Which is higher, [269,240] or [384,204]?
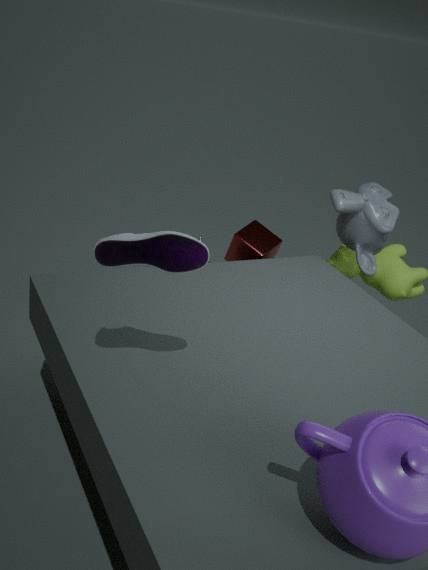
[384,204]
